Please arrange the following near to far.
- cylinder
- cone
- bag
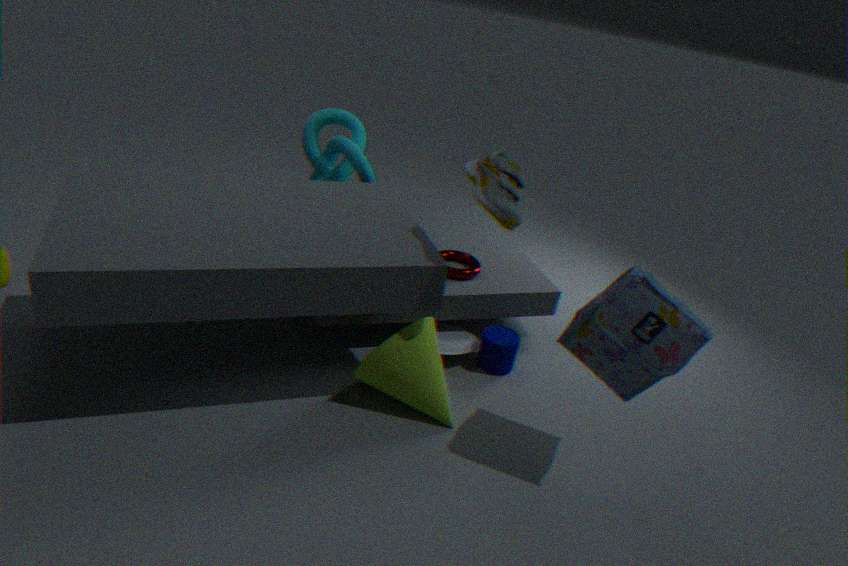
bag
cone
cylinder
